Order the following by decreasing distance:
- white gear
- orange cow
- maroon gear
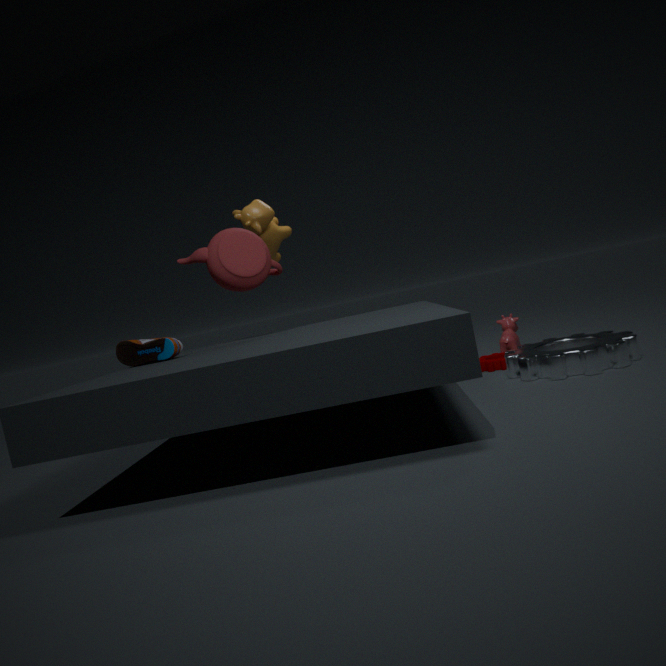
1. orange cow
2. maroon gear
3. white gear
